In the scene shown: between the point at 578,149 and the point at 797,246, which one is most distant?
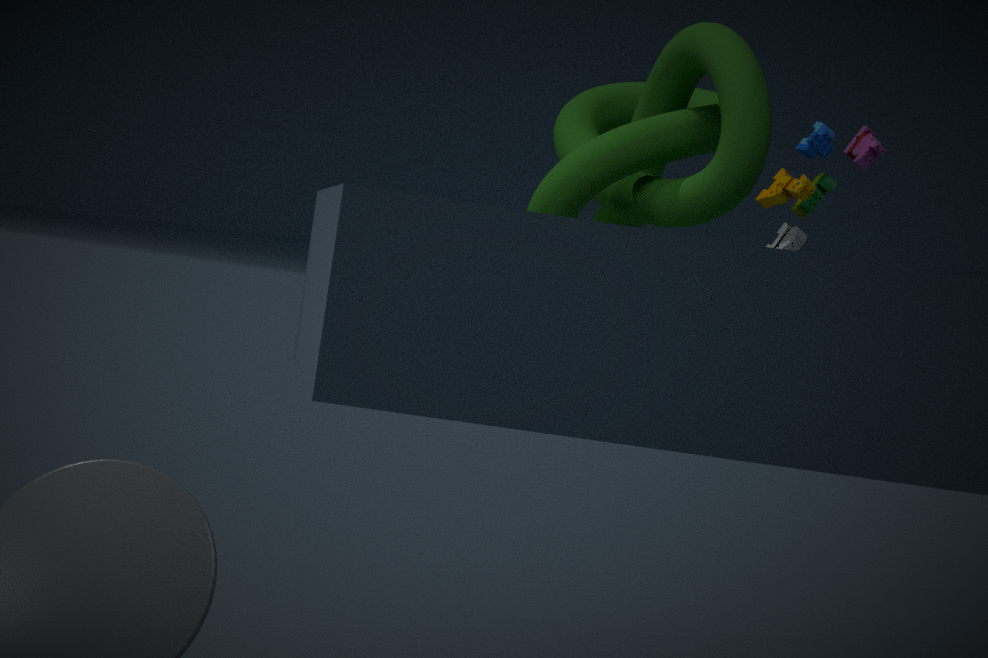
the point at 578,149
